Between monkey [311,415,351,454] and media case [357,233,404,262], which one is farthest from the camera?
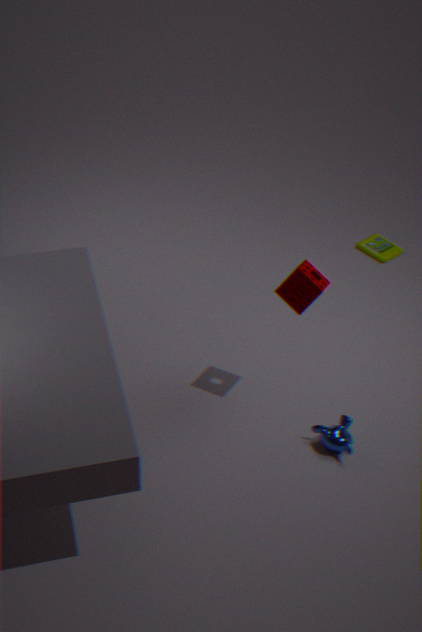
media case [357,233,404,262]
